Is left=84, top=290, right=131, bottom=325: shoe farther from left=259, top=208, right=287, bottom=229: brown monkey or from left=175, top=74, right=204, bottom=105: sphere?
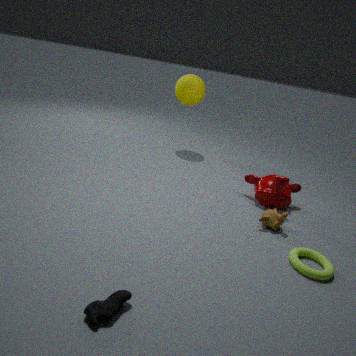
→ left=175, top=74, right=204, bottom=105: sphere
